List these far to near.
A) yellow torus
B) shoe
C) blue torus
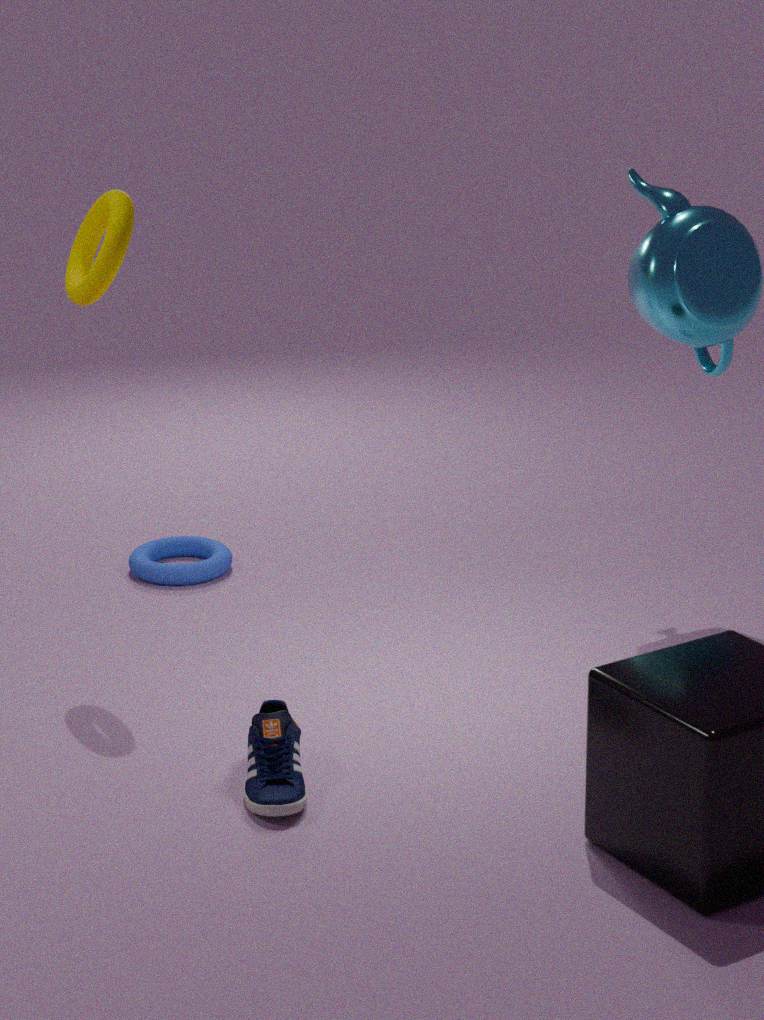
C. blue torus → A. yellow torus → B. shoe
